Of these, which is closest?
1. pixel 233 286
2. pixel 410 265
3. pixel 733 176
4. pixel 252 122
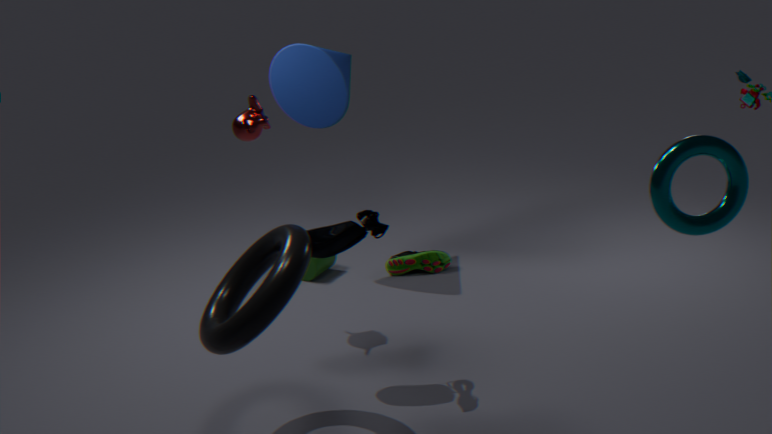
pixel 733 176
